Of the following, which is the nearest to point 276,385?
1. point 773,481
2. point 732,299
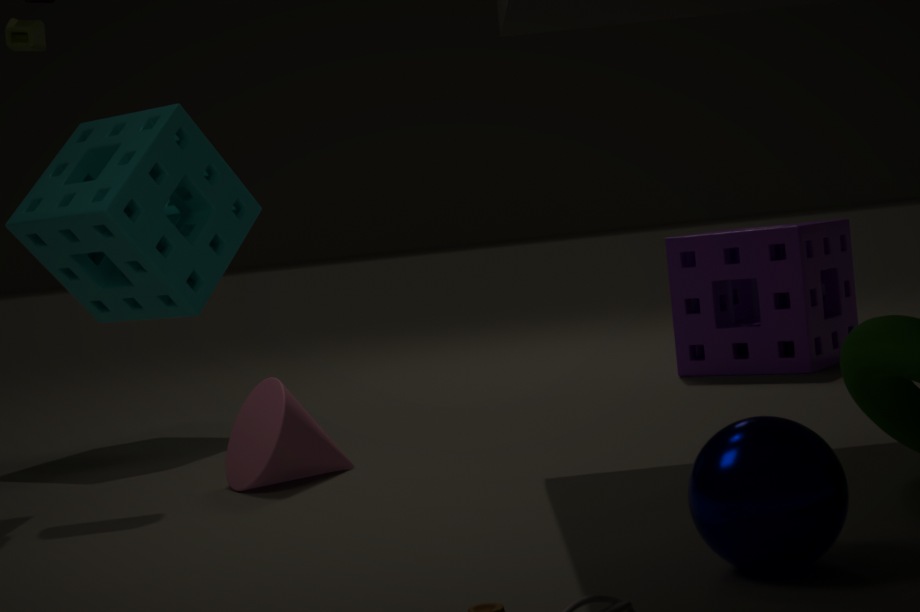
point 773,481
